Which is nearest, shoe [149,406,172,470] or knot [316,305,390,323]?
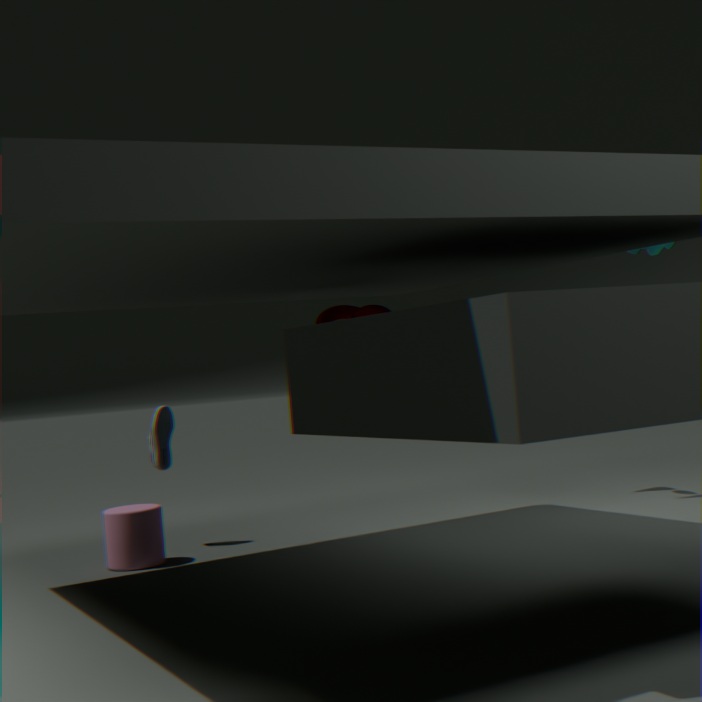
knot [316,305,390,323]
